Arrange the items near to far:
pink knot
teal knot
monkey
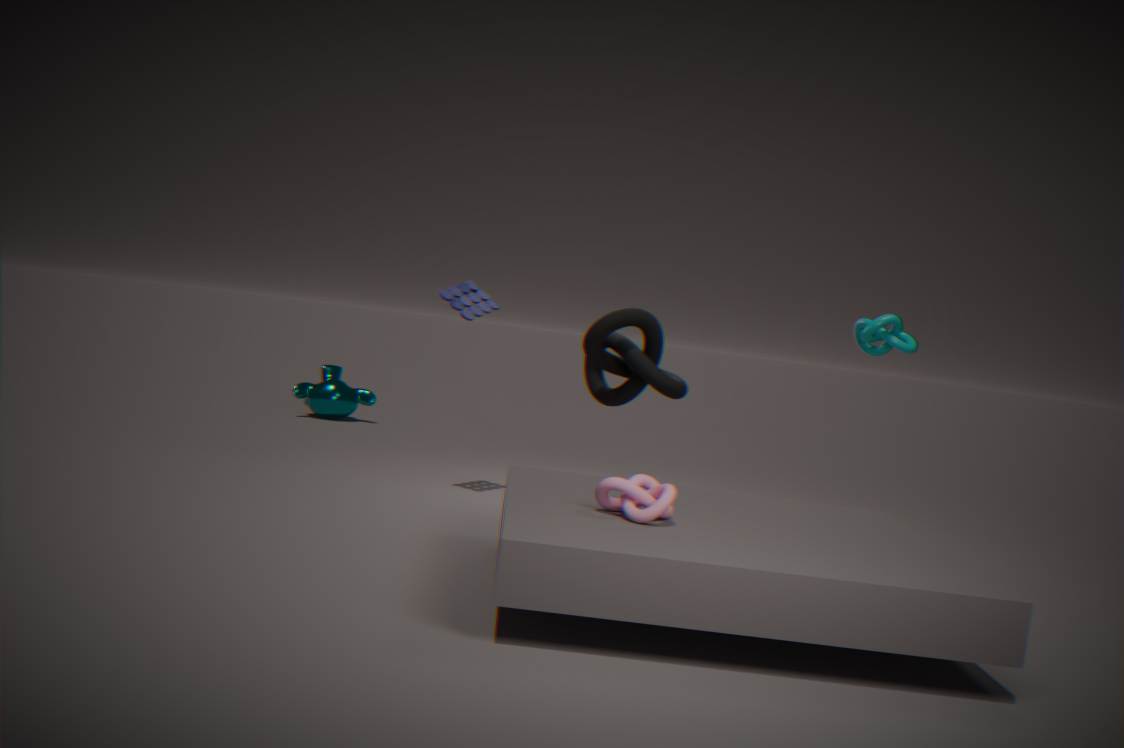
pink knot
teal knot
monkey
